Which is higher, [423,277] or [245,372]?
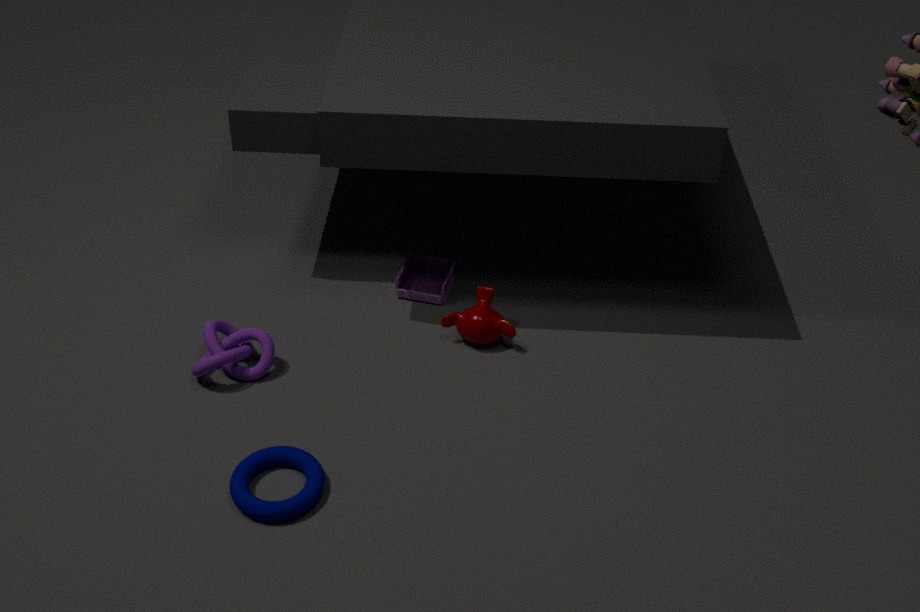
[245,372]
